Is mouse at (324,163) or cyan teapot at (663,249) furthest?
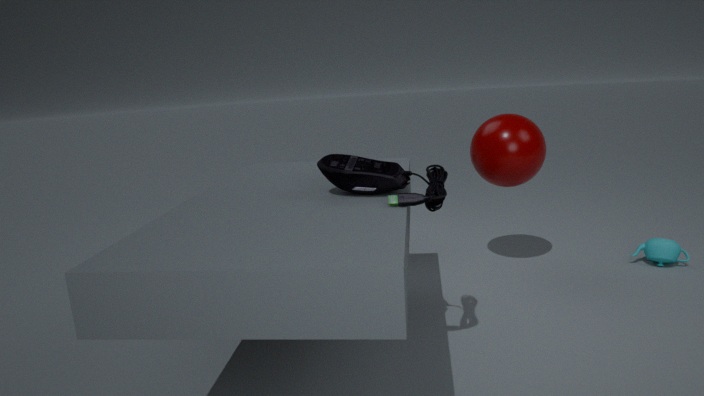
cyan teapot at (663,249)
